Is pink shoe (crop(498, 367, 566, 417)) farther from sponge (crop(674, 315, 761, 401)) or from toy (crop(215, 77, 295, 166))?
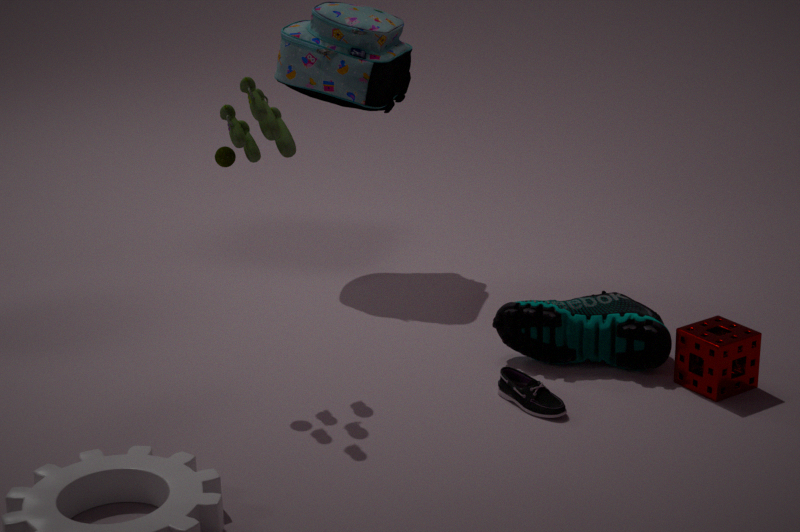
toy (crop(215, 77, 295, 166))
